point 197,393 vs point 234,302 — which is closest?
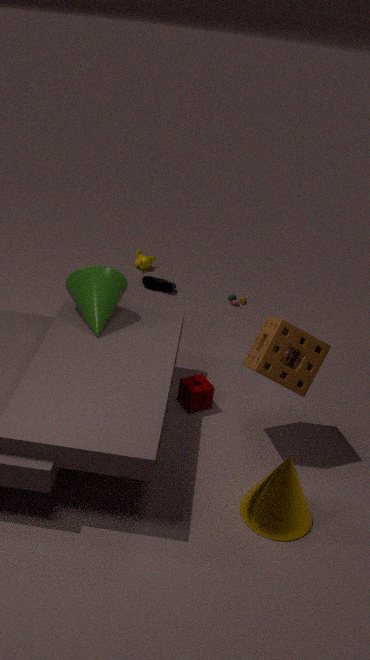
point 197,393
